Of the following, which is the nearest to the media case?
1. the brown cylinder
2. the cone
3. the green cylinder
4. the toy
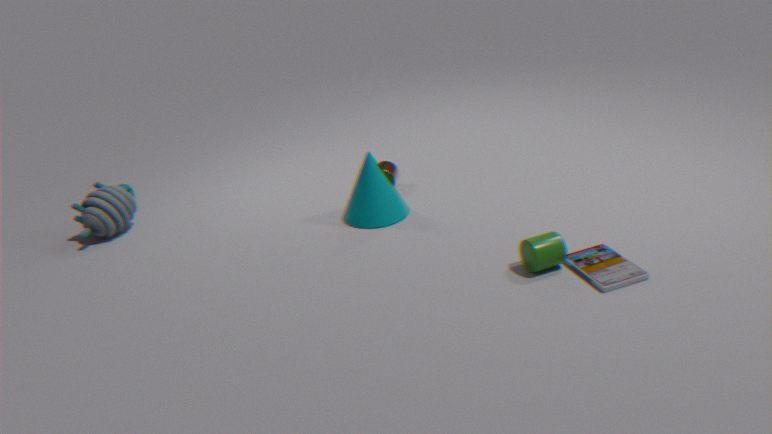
the green cylinder
